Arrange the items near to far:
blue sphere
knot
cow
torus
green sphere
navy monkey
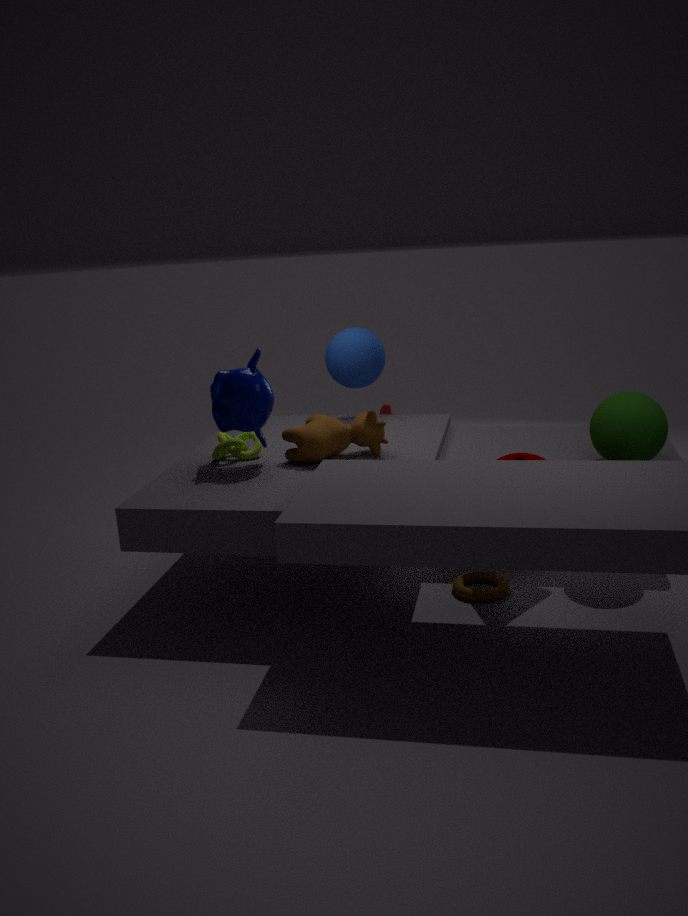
green sphere, torus, navy monkey, cow, knot, blue sphere
